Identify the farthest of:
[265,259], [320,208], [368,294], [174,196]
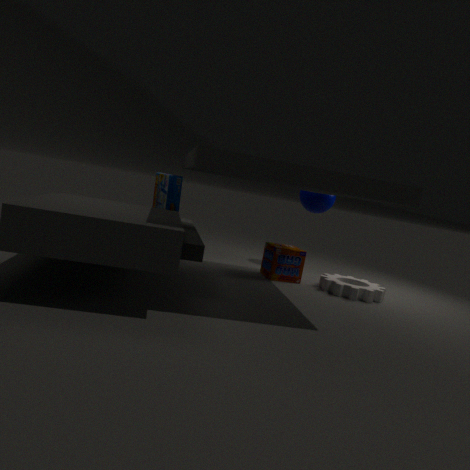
[320,208]
